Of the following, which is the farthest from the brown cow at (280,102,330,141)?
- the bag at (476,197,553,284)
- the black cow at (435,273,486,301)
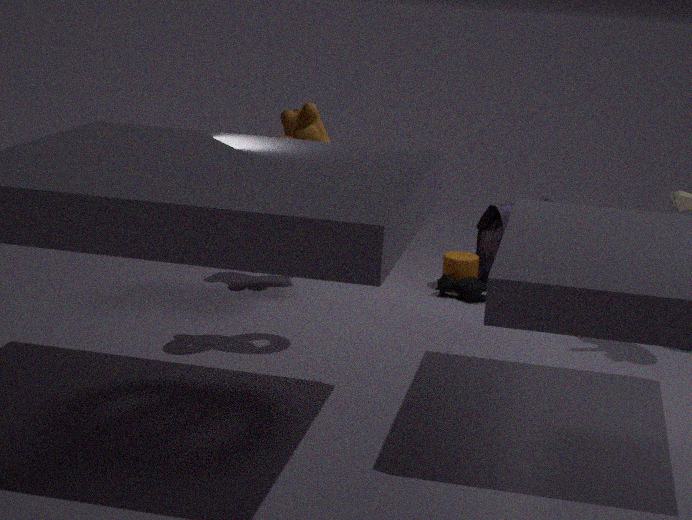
the bag at (476,197,553,284)
